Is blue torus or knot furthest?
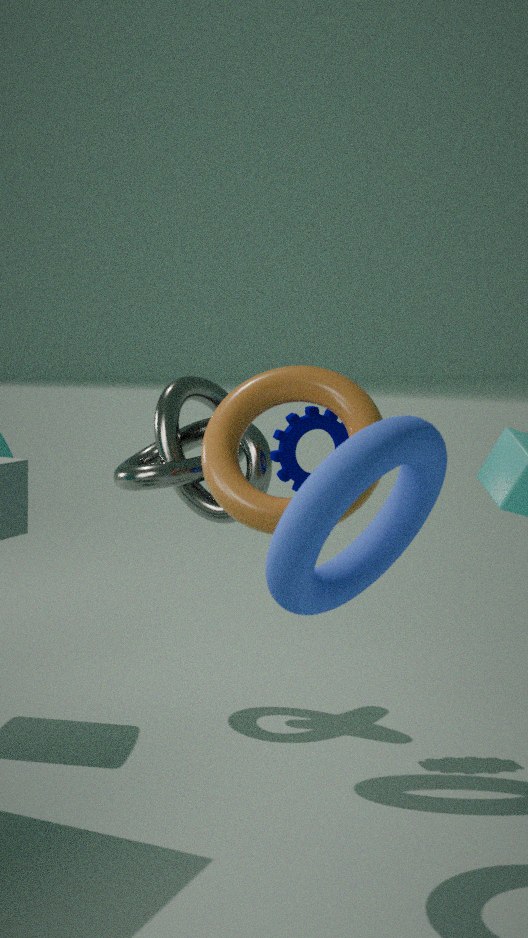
knot
